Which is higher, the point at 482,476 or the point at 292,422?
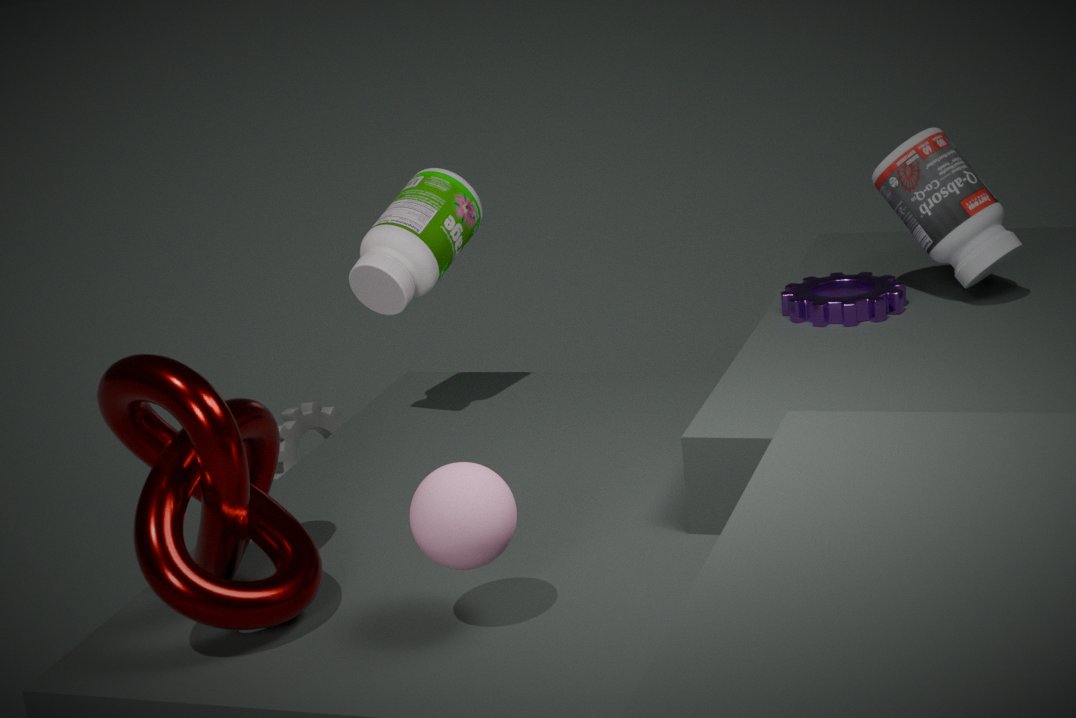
the point at 482,476
